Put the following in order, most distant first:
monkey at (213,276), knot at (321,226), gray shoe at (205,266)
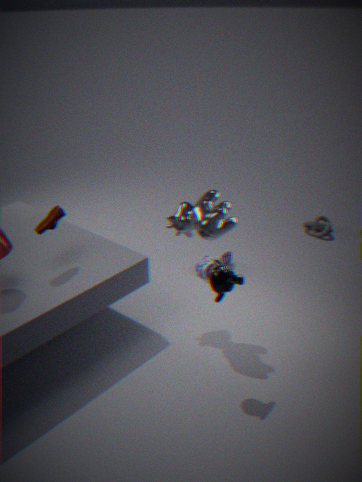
knot at (321,226) → gray shoe at (205,266) → monkey at (213,276)
